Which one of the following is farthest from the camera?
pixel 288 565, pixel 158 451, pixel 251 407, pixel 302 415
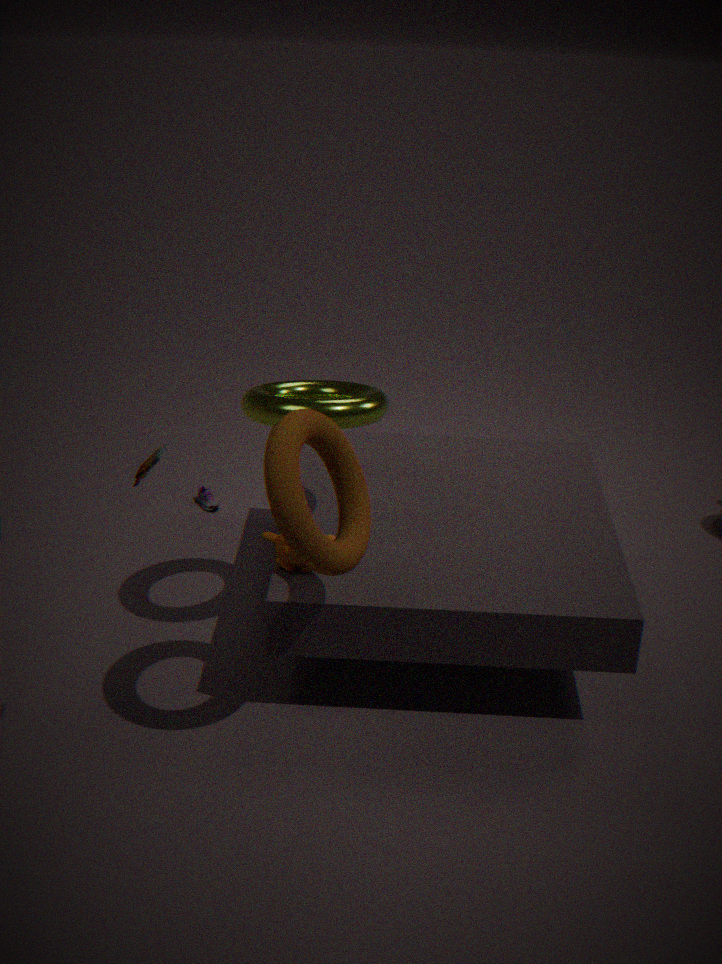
pixel 251 407
